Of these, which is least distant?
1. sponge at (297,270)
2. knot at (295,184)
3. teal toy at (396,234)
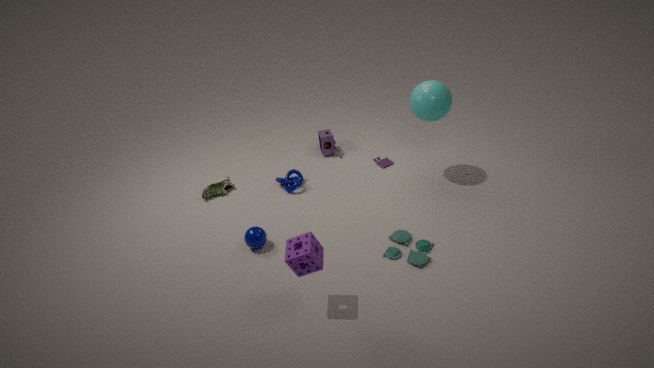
sponge at (297,270)
